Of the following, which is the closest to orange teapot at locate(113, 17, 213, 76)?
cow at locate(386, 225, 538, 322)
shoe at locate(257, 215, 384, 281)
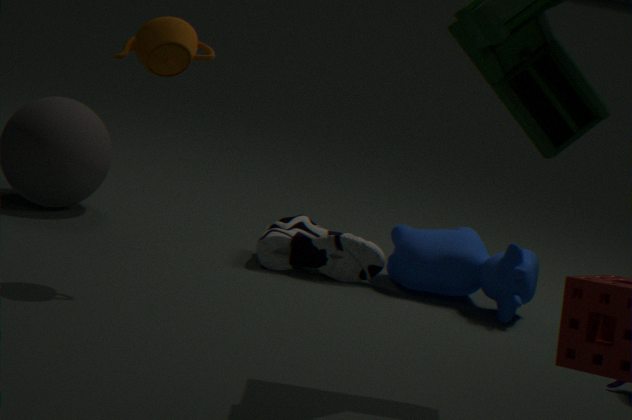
shoe at locate(257, 215, 384, 281)
